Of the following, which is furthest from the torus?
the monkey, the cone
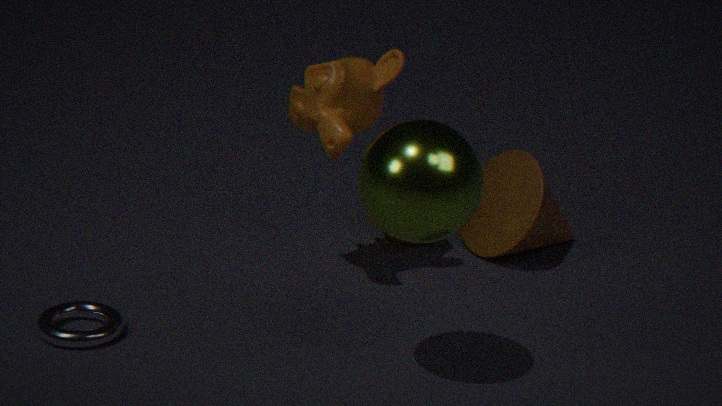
the cone
